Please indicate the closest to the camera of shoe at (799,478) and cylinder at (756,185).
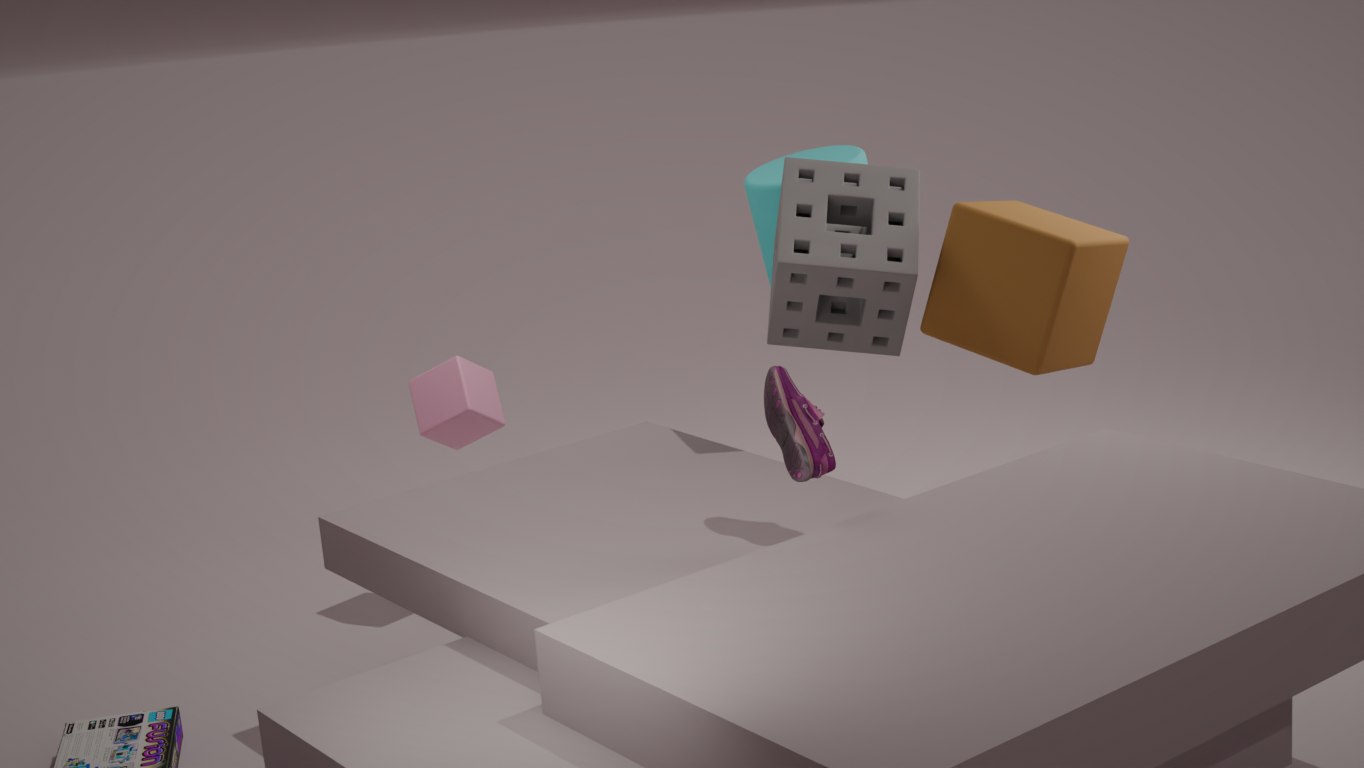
shoe at (799,478)
